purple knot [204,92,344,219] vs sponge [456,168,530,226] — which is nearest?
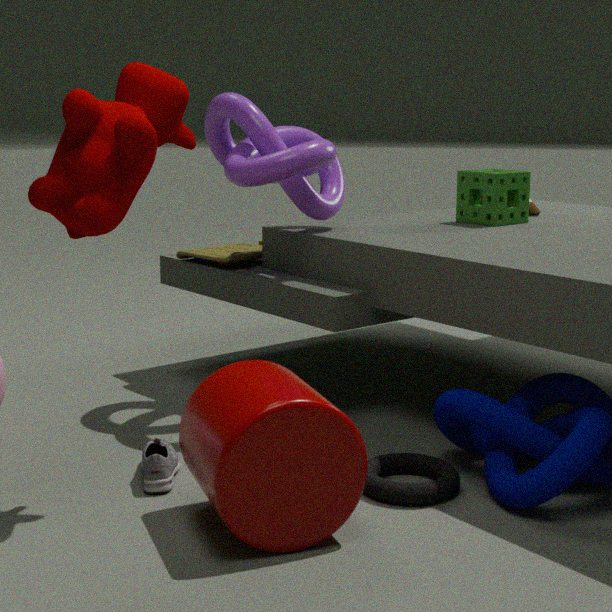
purple knot [204,92,344,219]
